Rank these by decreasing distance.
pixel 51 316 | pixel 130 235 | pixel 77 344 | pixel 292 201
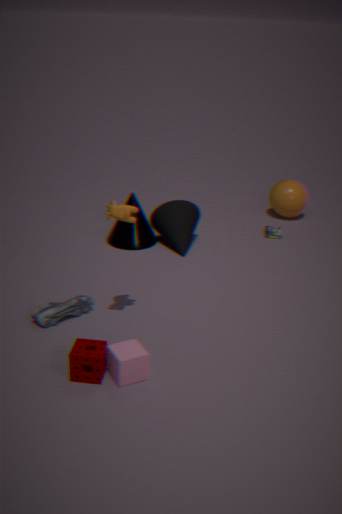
pixel 292 201 < pixel 130 235 < pixel 51 316 < pixel 77 344
